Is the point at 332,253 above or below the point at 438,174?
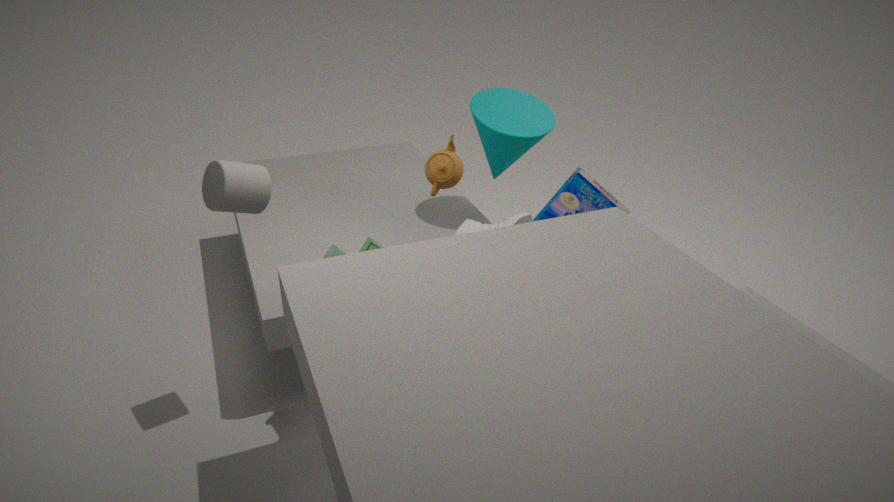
below
